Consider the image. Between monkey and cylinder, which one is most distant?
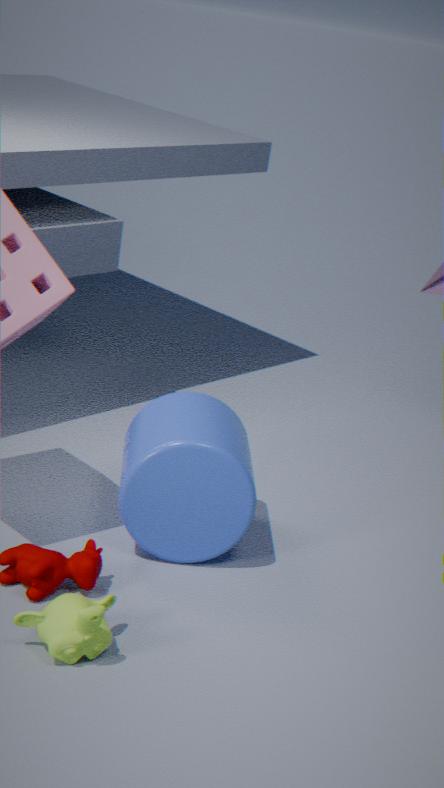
cylinder
